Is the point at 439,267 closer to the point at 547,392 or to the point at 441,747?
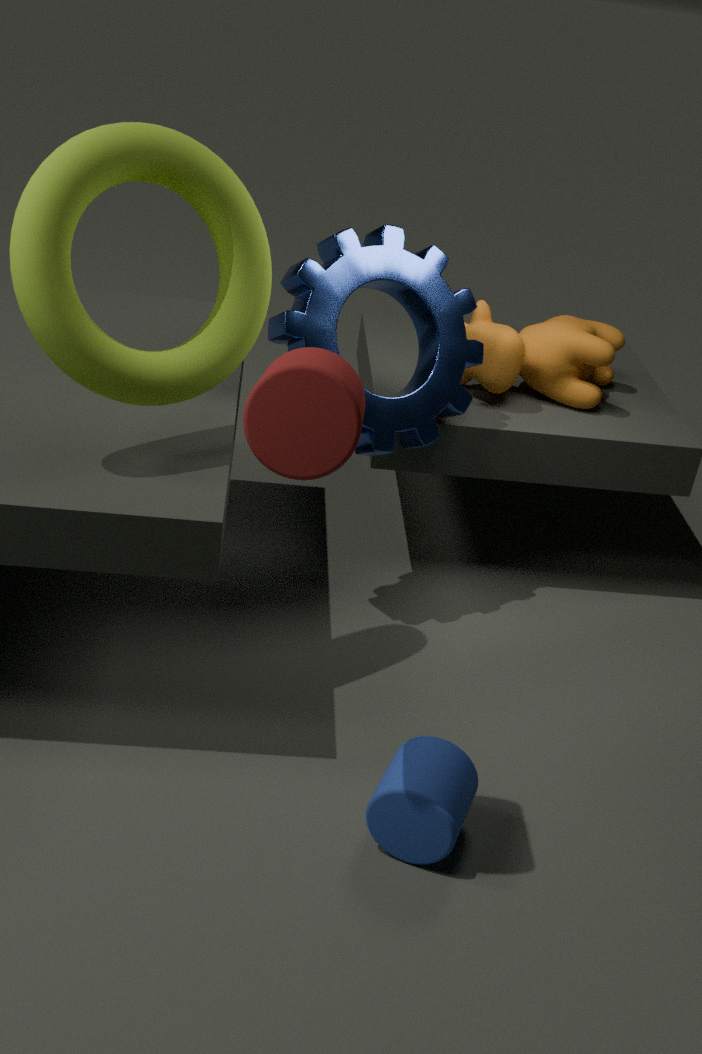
the point at 547,392
